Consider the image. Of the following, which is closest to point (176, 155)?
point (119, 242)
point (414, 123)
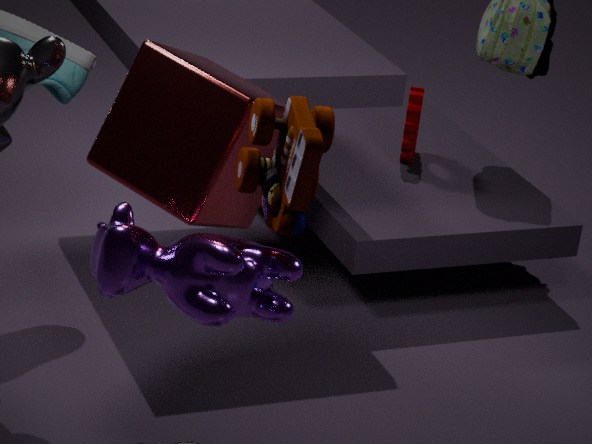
point (119, 242)
